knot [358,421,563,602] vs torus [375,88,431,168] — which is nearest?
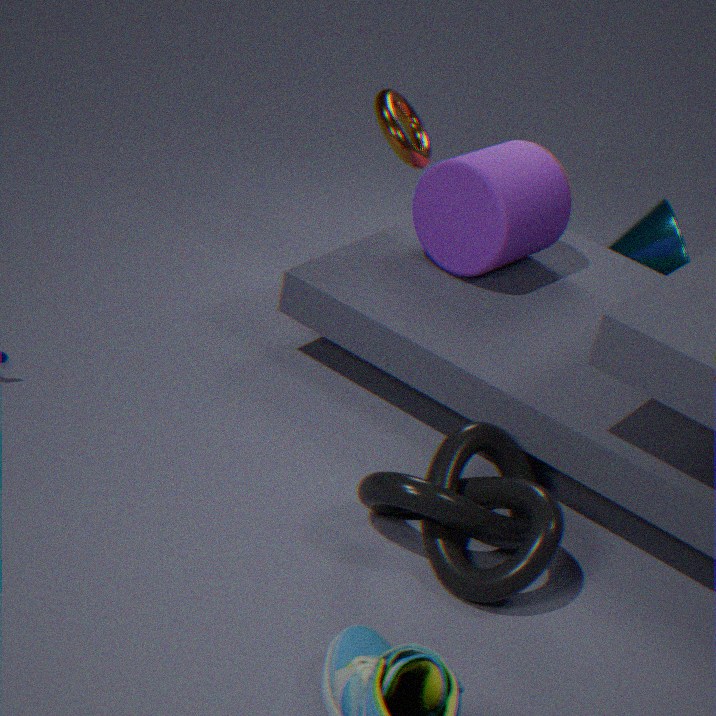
knot [358,421,563,602]
